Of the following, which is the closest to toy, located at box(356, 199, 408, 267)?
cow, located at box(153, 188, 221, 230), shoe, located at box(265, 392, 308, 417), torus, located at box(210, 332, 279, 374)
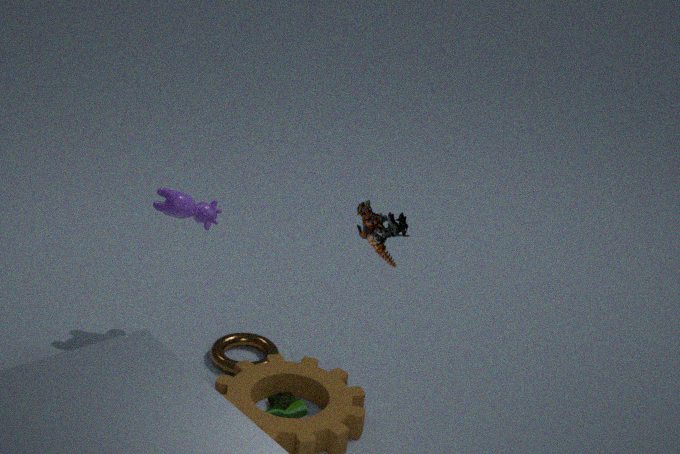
shoe, located at box(265, 392, 308, 417)
